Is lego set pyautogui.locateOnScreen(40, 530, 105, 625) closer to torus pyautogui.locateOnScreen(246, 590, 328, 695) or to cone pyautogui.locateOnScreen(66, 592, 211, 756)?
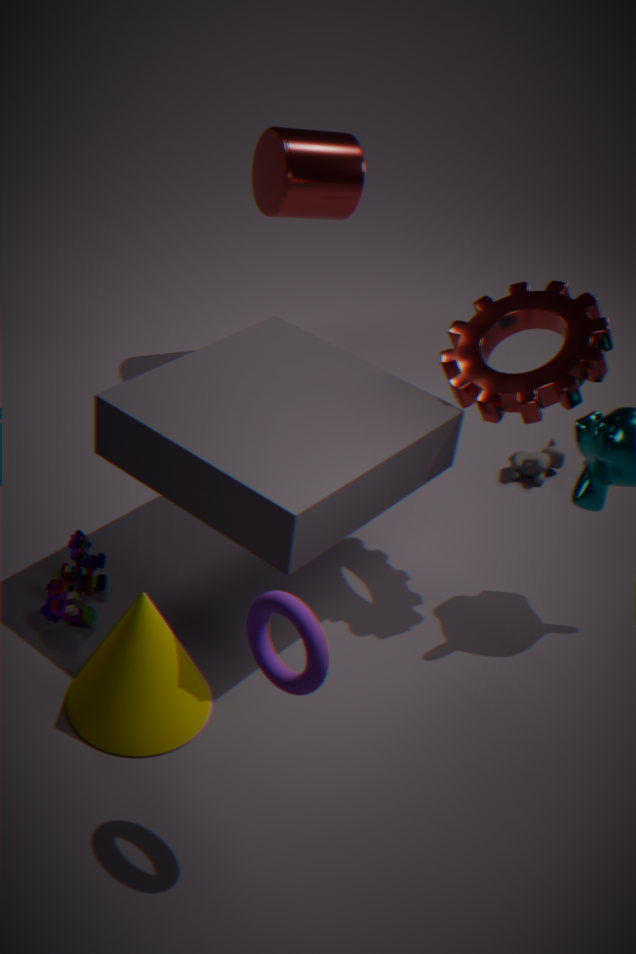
cone pyautogui.locateOnScreen(66, 592, 211, 756)
